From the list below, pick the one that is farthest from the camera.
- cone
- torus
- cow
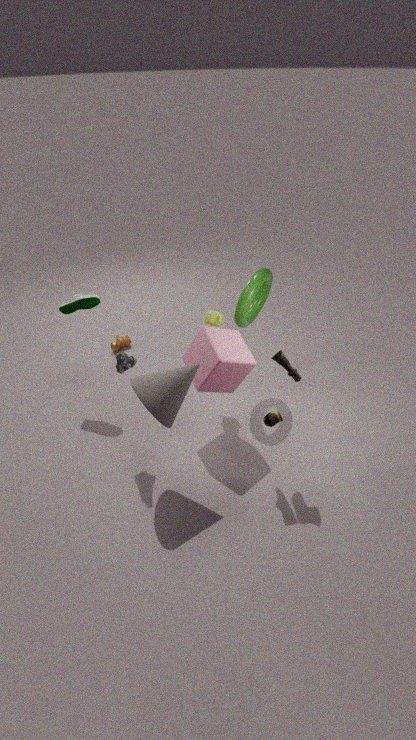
cow
